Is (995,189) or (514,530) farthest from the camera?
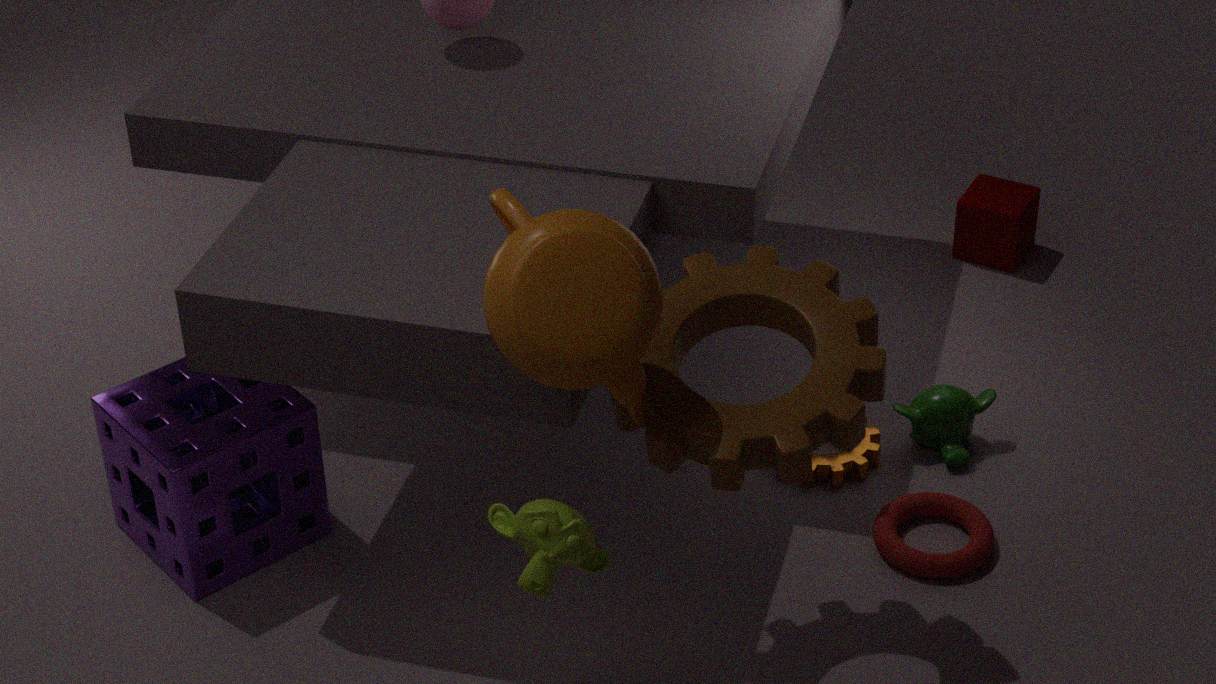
(995,189)
